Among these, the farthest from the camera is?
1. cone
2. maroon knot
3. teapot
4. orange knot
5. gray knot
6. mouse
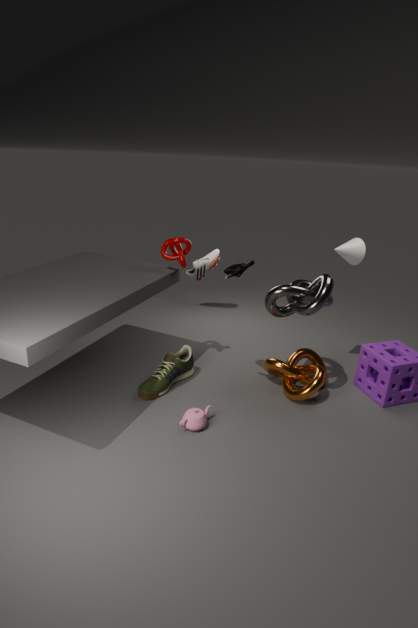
cone
